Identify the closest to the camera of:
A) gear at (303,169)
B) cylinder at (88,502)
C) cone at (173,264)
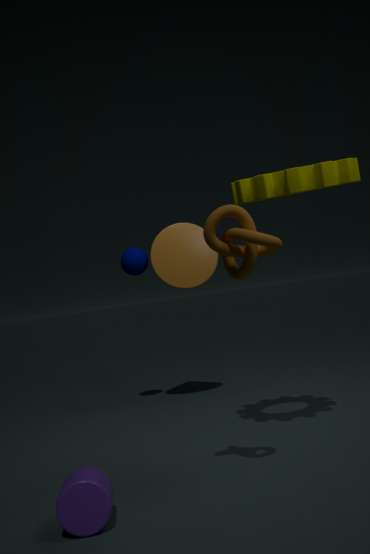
cylinder at (88,502)
